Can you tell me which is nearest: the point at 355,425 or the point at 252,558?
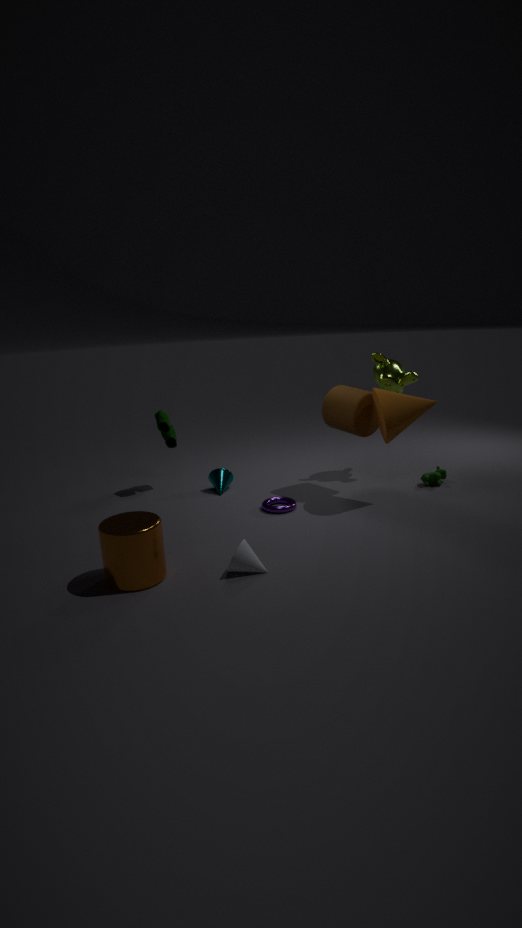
the point at 252,558
